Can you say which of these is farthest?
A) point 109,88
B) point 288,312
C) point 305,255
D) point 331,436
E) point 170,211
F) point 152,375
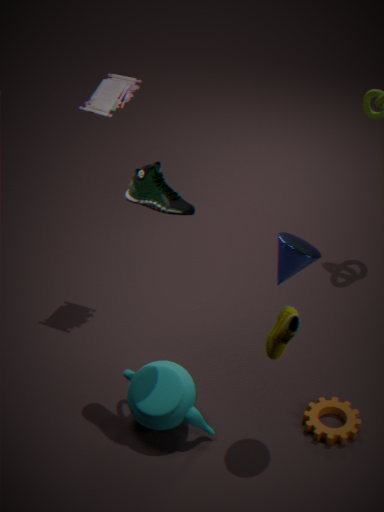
point 109,88
